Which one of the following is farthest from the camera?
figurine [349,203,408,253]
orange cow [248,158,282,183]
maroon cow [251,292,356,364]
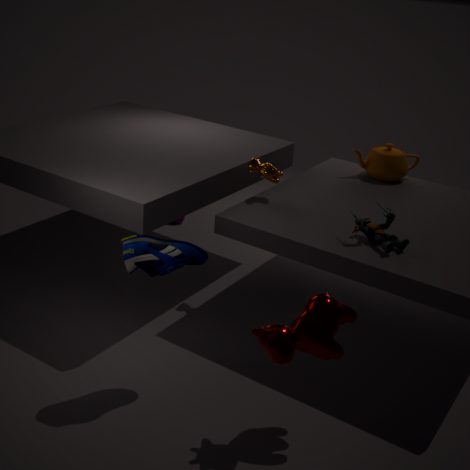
orange cow [248,158,282,183]
